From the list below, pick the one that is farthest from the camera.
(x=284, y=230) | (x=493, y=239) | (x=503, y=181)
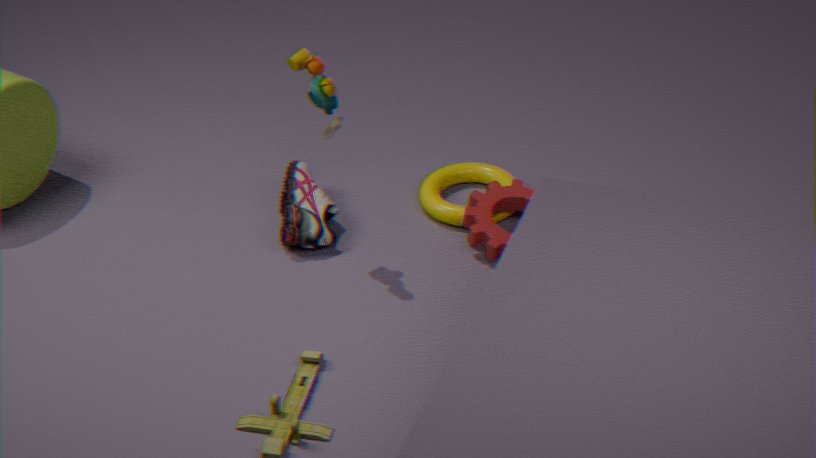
(x=503, y=181)
